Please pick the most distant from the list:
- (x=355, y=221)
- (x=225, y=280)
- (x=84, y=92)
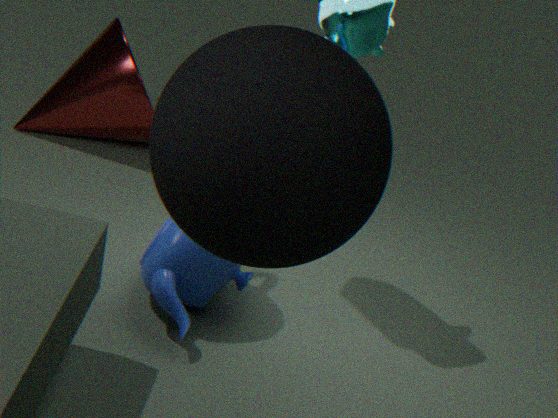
(x=84, y=92)
